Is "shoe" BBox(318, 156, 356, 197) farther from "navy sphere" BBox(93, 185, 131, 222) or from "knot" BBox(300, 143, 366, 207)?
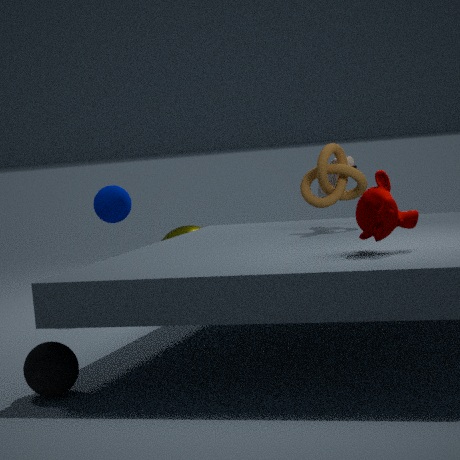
"navy sphere" BBox(93, 185, 131, 222)
